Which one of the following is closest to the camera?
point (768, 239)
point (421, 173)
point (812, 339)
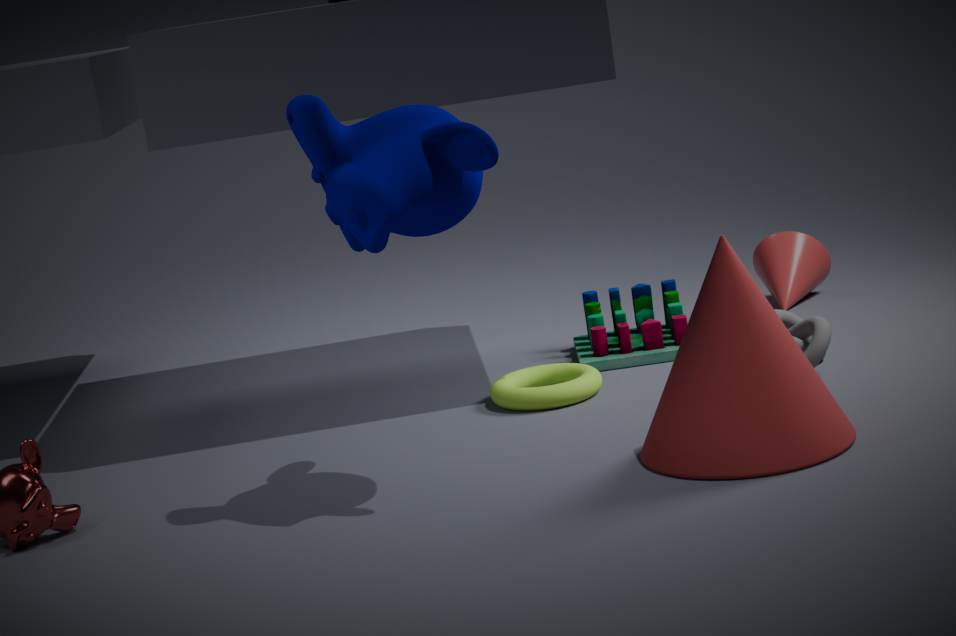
point (421, 173)
